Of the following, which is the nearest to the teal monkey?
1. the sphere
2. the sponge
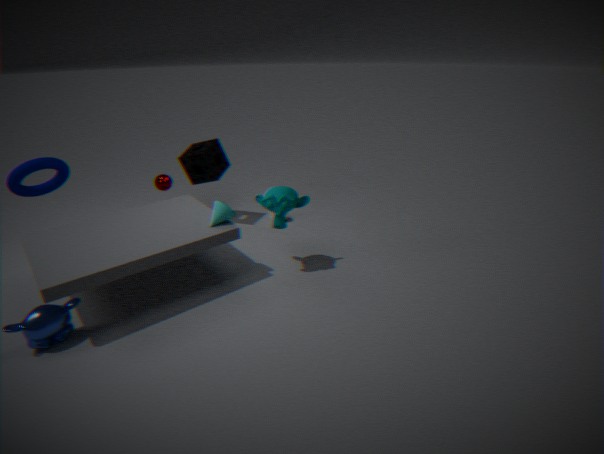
the sponge
